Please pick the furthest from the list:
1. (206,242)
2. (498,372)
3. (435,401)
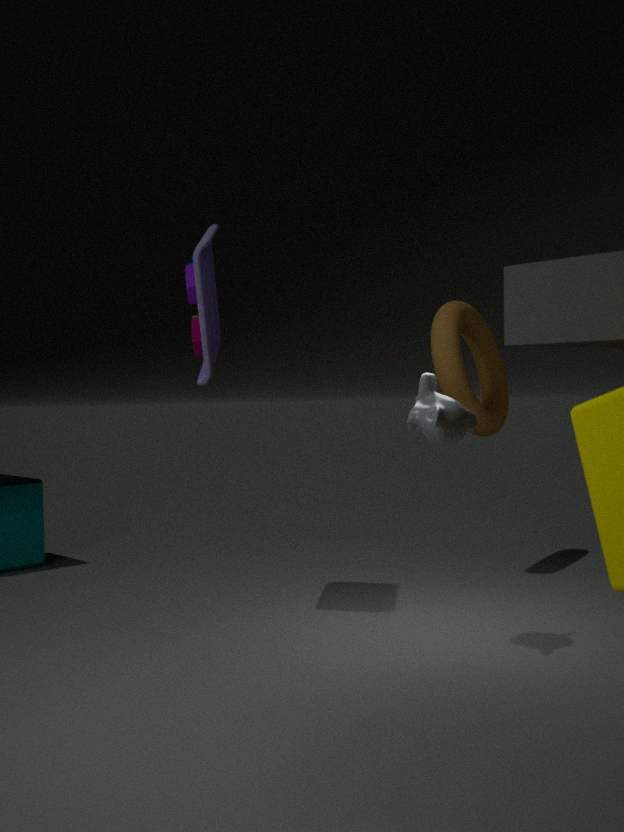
(498,372)
